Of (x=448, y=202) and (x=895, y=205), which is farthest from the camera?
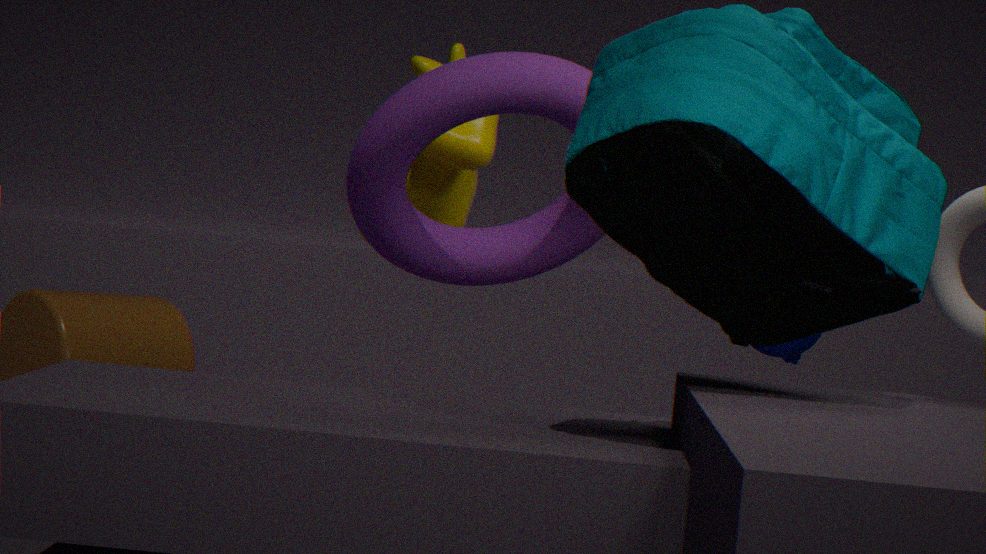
(x=448, y=202)
